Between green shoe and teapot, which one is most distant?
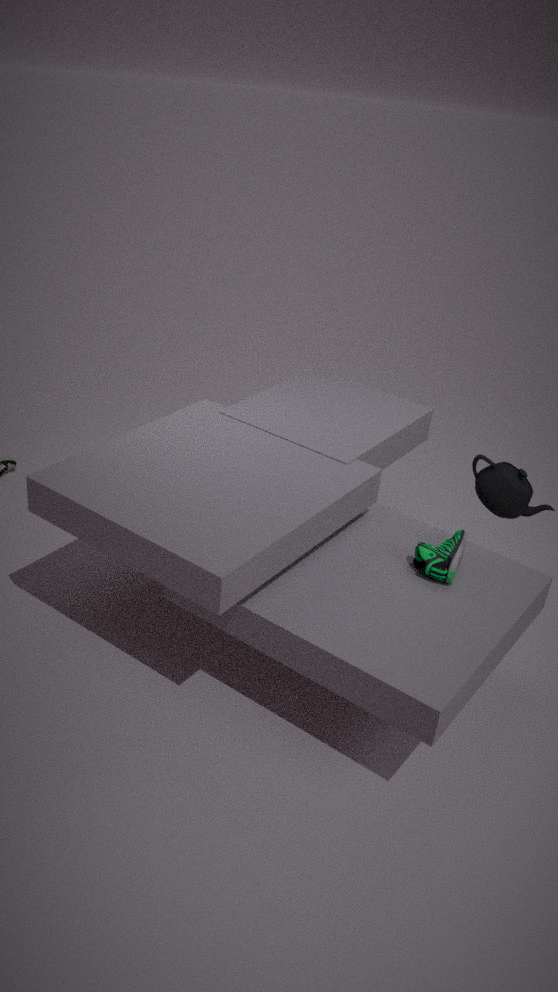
teapot
